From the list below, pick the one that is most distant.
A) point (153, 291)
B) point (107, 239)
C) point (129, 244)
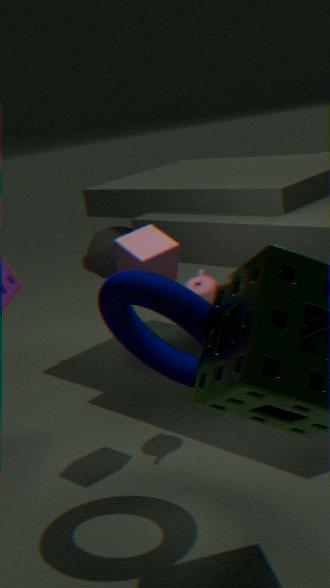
point (107, 239)
